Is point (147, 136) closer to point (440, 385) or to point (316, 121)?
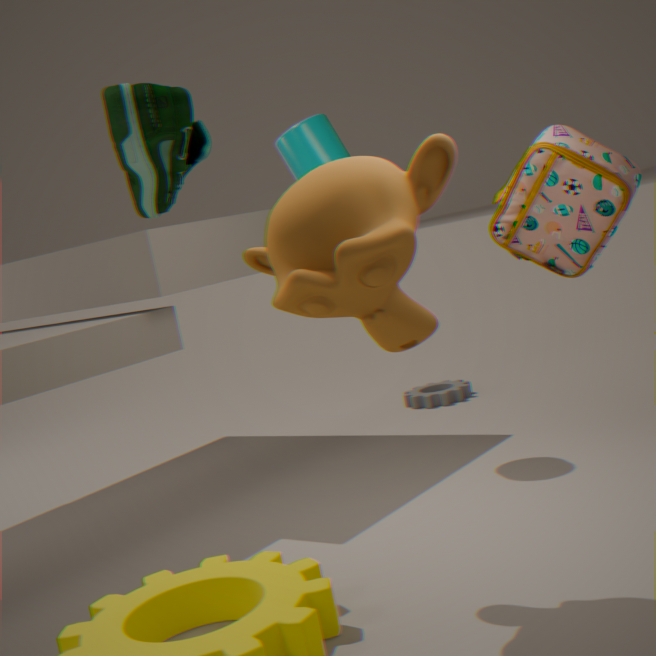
point (316, 121)
